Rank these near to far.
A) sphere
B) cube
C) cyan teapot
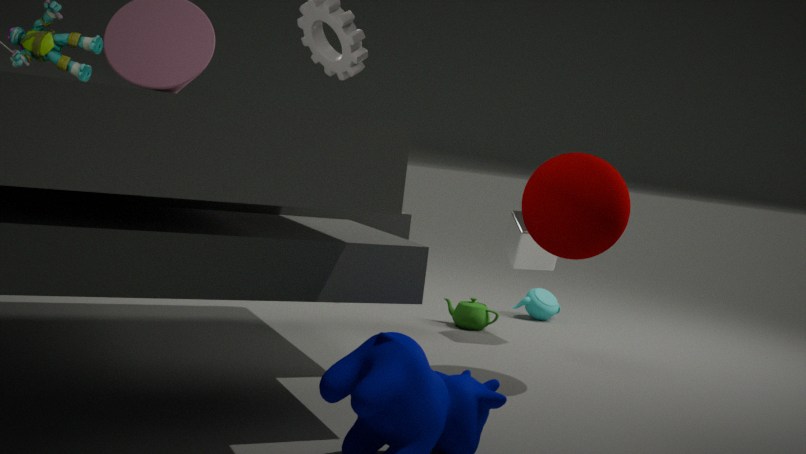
sphere
cube
cyan teapot
